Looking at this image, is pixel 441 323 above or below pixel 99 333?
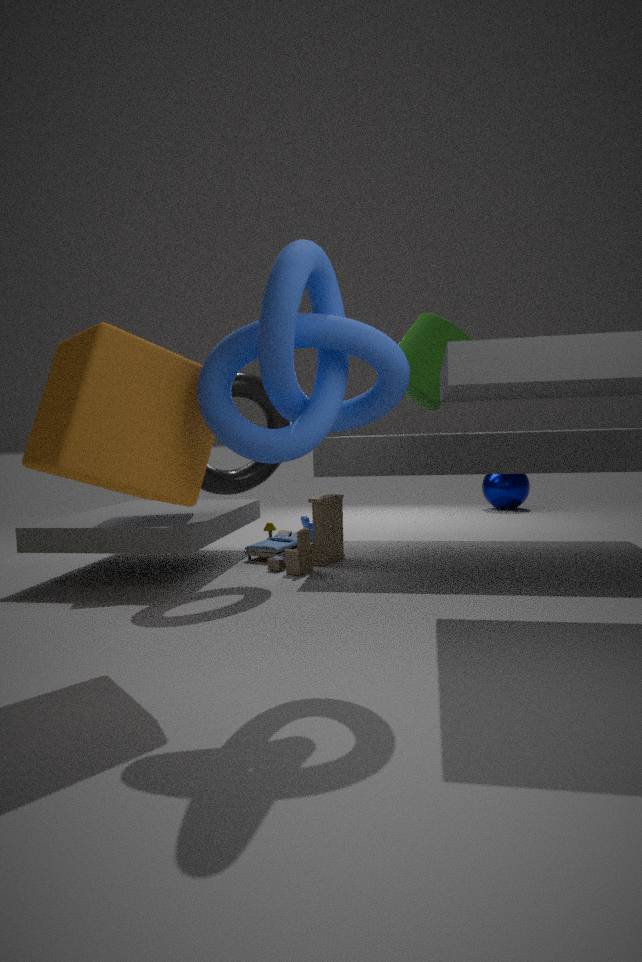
above
